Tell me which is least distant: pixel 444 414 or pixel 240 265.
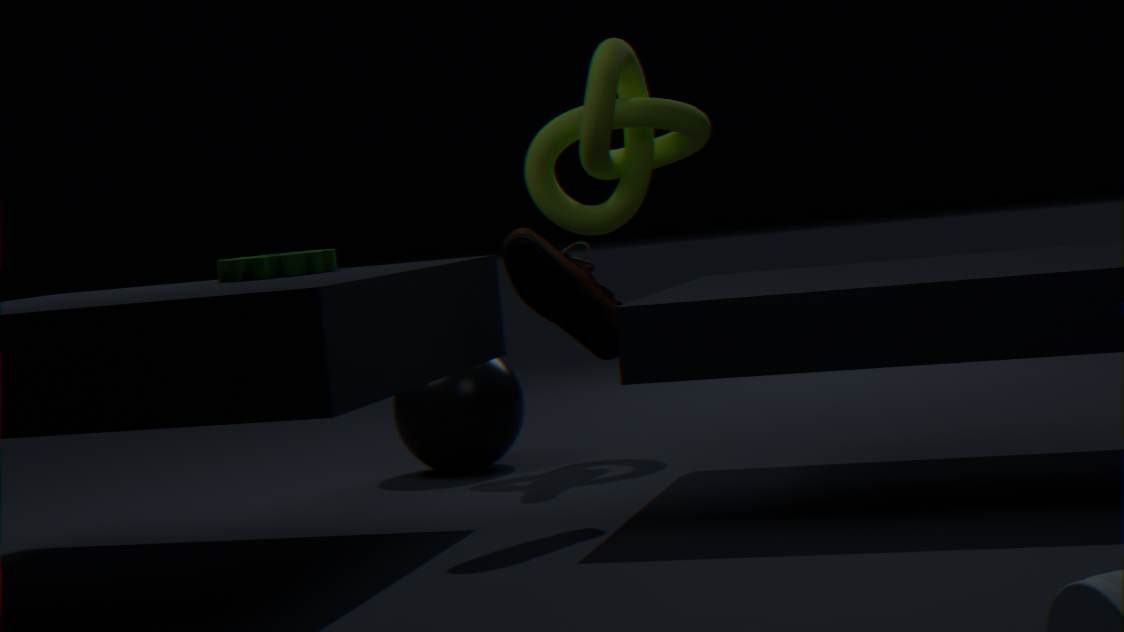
pixel 240 265
